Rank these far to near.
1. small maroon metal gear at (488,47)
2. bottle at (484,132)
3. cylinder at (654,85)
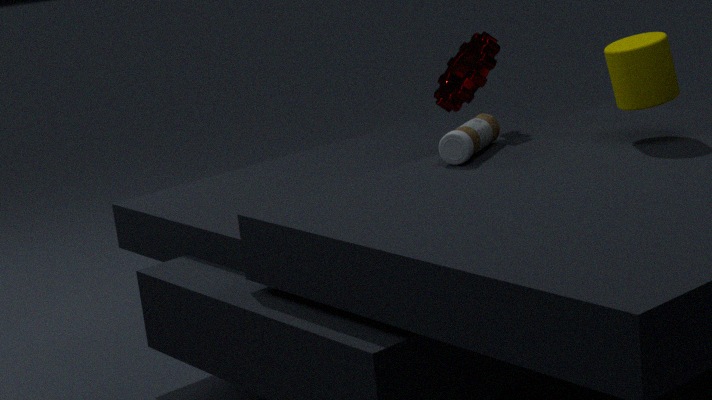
small maroon metal gear at (488,47) < bottle at (484,132) < cylinder at (654,85)
